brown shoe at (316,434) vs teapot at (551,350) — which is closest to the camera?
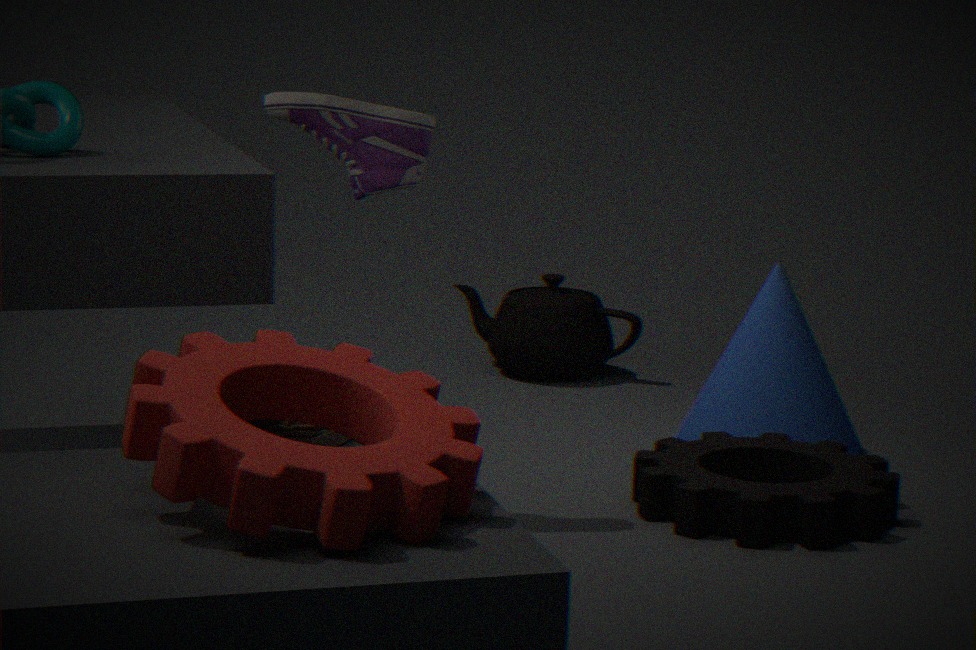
brown shoe at (316,434)
